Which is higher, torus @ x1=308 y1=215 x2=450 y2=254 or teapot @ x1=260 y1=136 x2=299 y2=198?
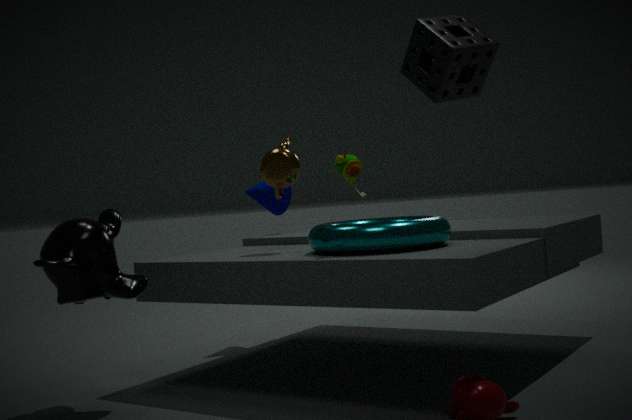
teapot @ x1=260 y1=136 x2=299 y2=198
